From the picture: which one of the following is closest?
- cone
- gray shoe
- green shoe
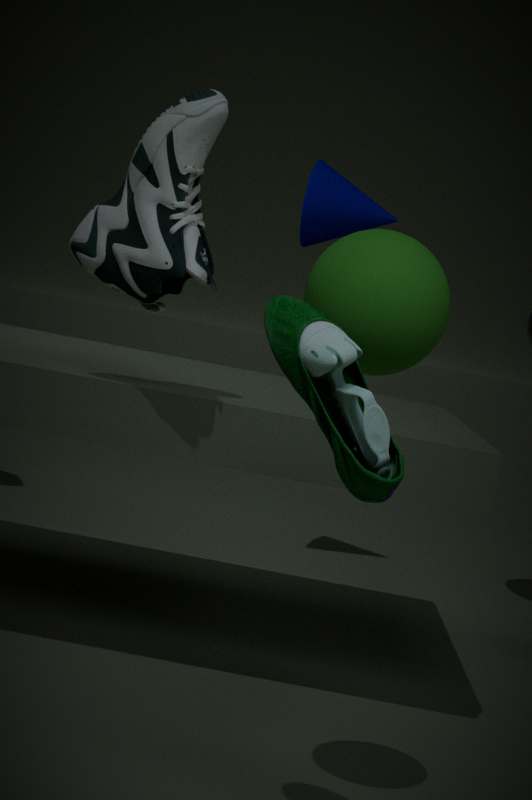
green shoe
